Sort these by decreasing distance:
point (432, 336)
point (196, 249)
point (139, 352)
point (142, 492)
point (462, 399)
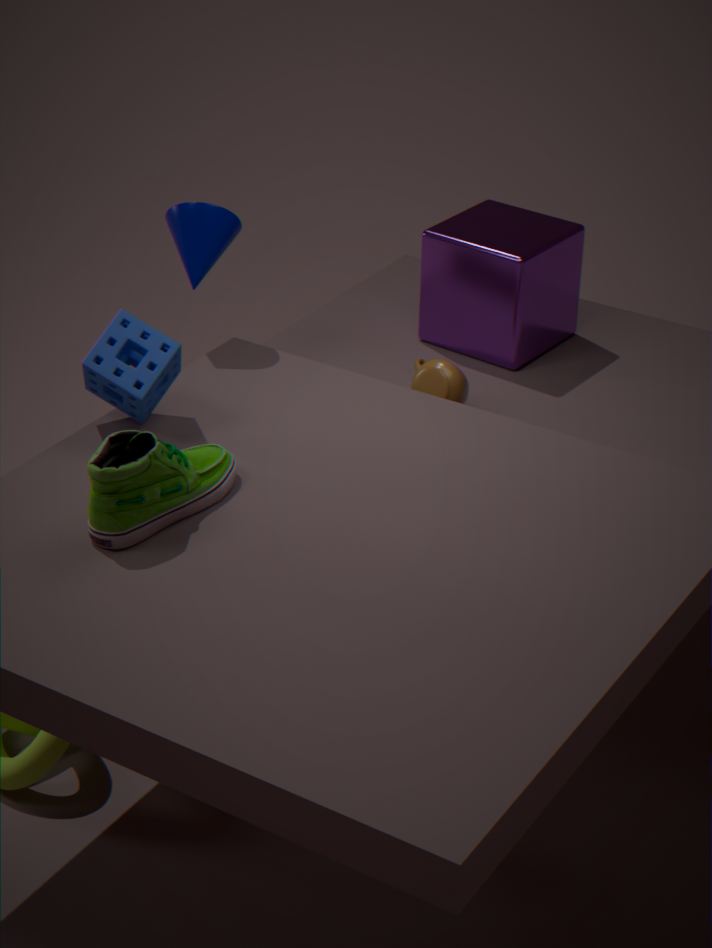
point (432, 336)
point (462, 399)
point (196, 249)
point (139, 352)
point (142, 492)
